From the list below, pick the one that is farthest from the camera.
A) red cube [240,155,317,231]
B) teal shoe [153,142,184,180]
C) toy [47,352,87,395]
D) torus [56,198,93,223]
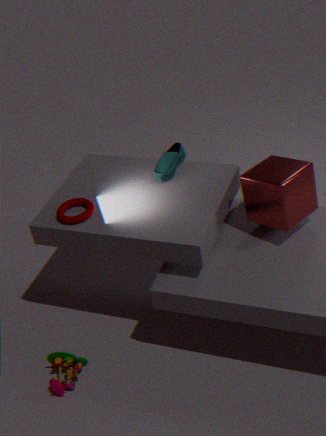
teal shoe [153,142,184,180]
